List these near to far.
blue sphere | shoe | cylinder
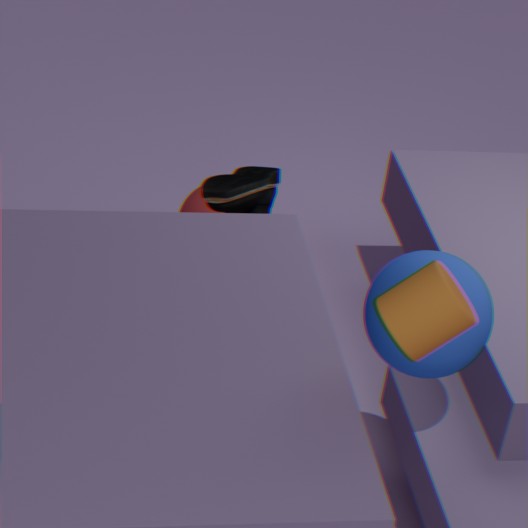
cylinder → blue sphere → shoe
